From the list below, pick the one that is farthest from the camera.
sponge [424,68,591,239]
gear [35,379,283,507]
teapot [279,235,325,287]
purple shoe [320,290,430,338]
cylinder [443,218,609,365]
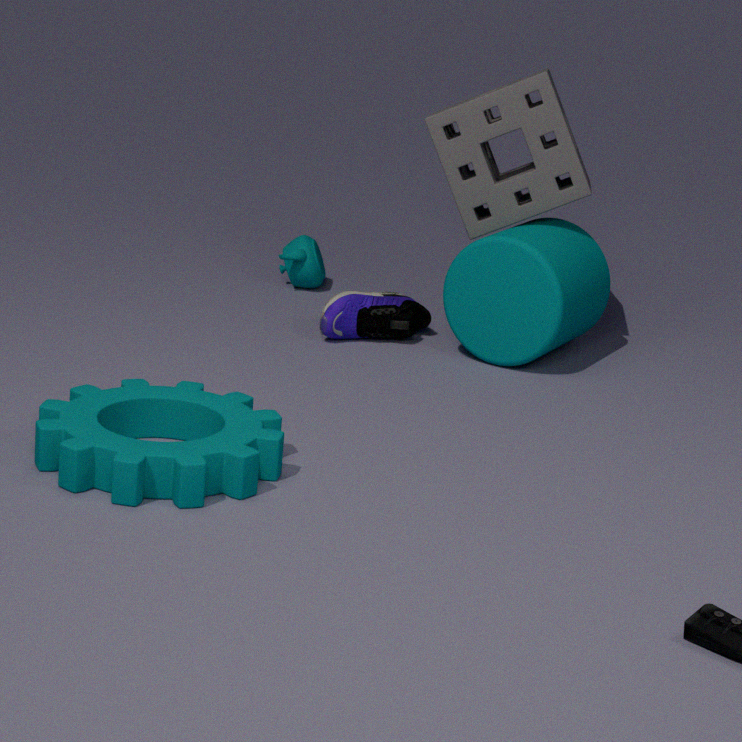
teapot [279,235,325,287]
